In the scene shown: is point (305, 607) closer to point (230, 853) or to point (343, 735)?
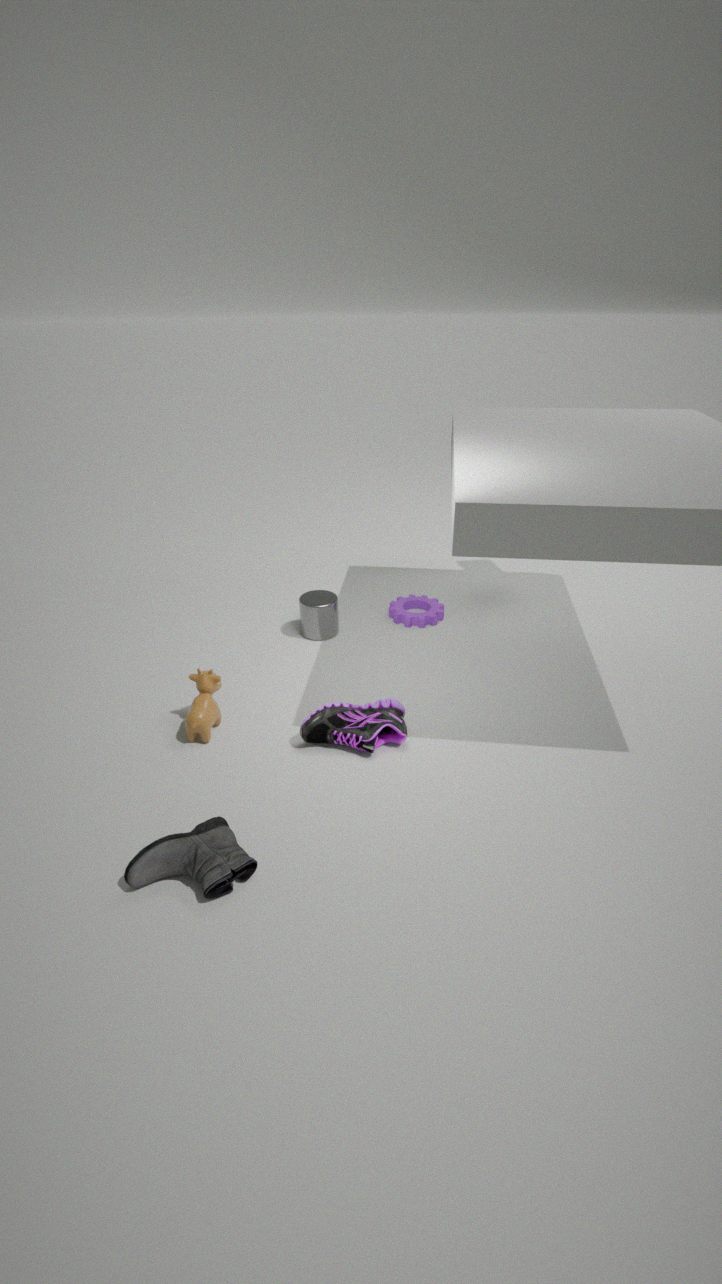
point (343, 735)
